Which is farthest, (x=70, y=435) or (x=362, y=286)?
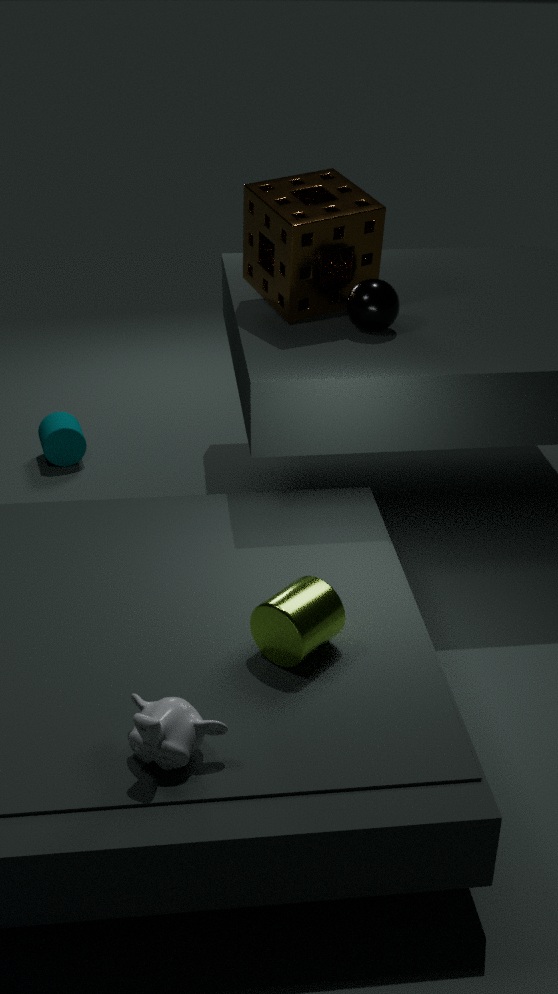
(x=70, y=435)
